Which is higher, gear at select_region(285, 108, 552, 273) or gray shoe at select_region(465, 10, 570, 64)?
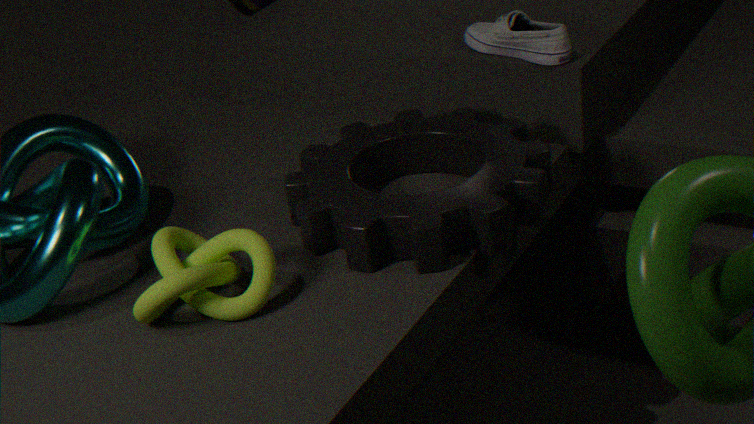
gray shoe at select_region(465, 10, 570, 64)
